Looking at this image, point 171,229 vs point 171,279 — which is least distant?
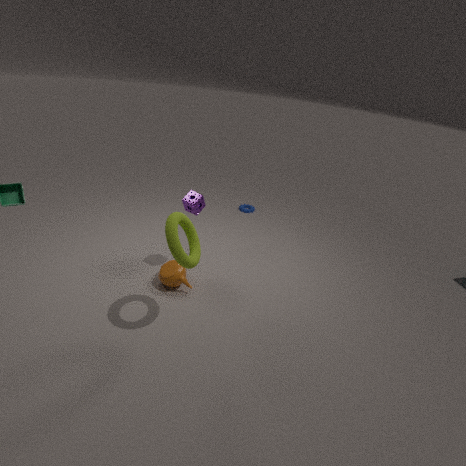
point 171,229
